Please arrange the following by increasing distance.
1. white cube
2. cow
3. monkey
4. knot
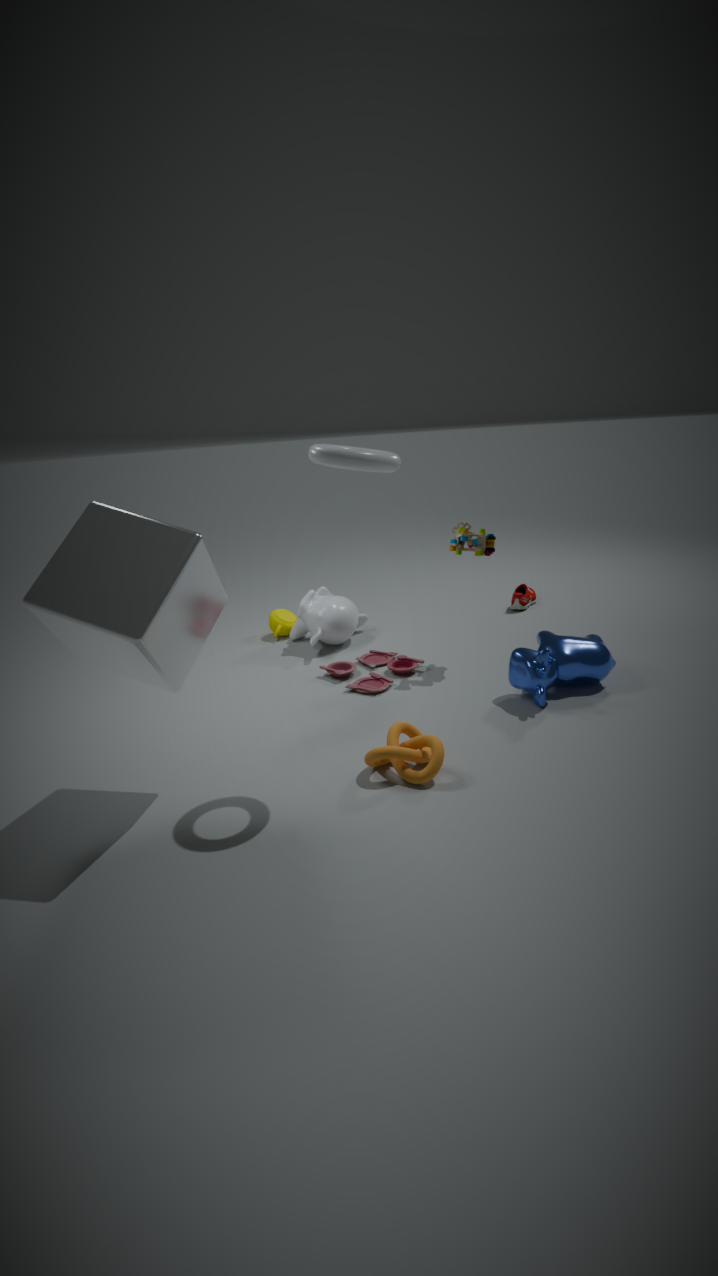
white cube → knot → cow → monkey
